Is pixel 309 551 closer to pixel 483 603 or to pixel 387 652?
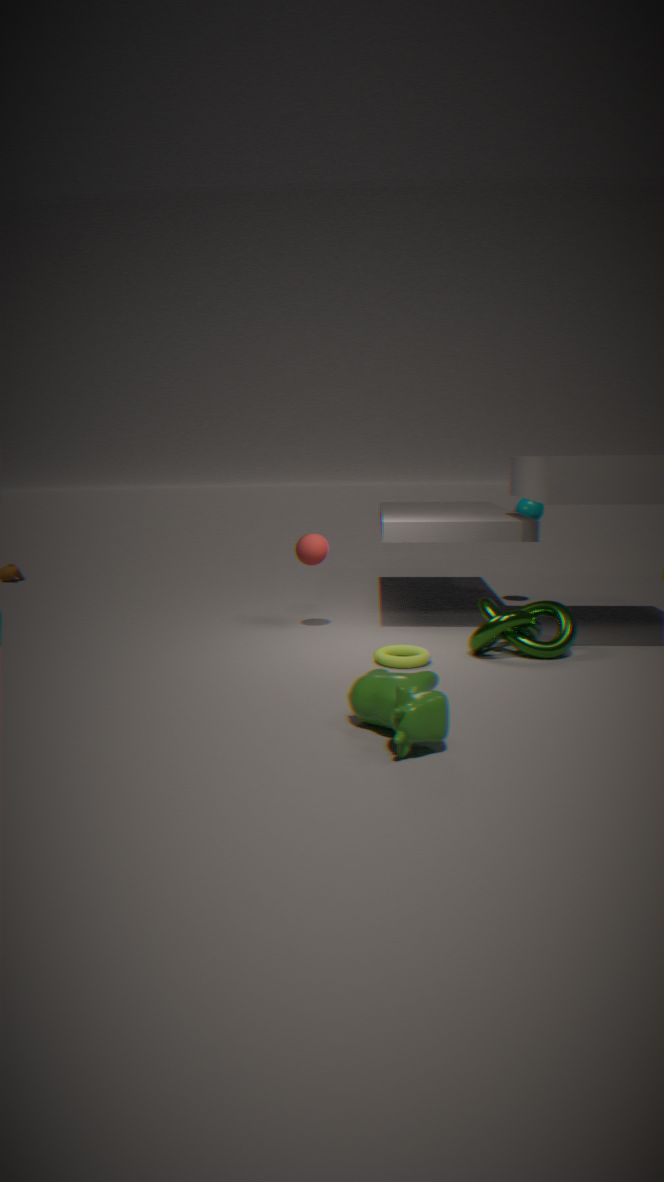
pixel 387 652
